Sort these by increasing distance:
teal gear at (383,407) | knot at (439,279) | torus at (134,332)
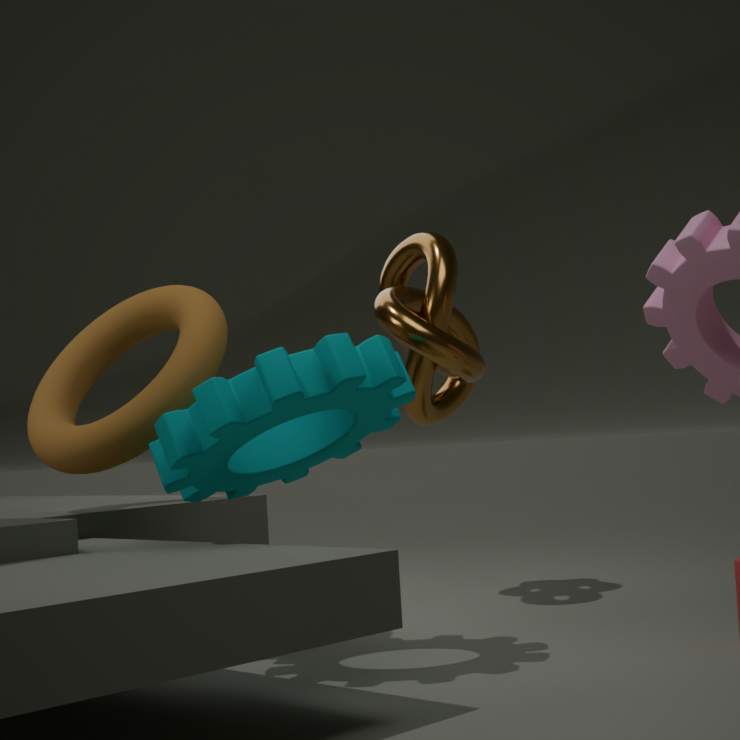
teal gear at (383,407) < torus at (134,332) < knot at (439,279)
